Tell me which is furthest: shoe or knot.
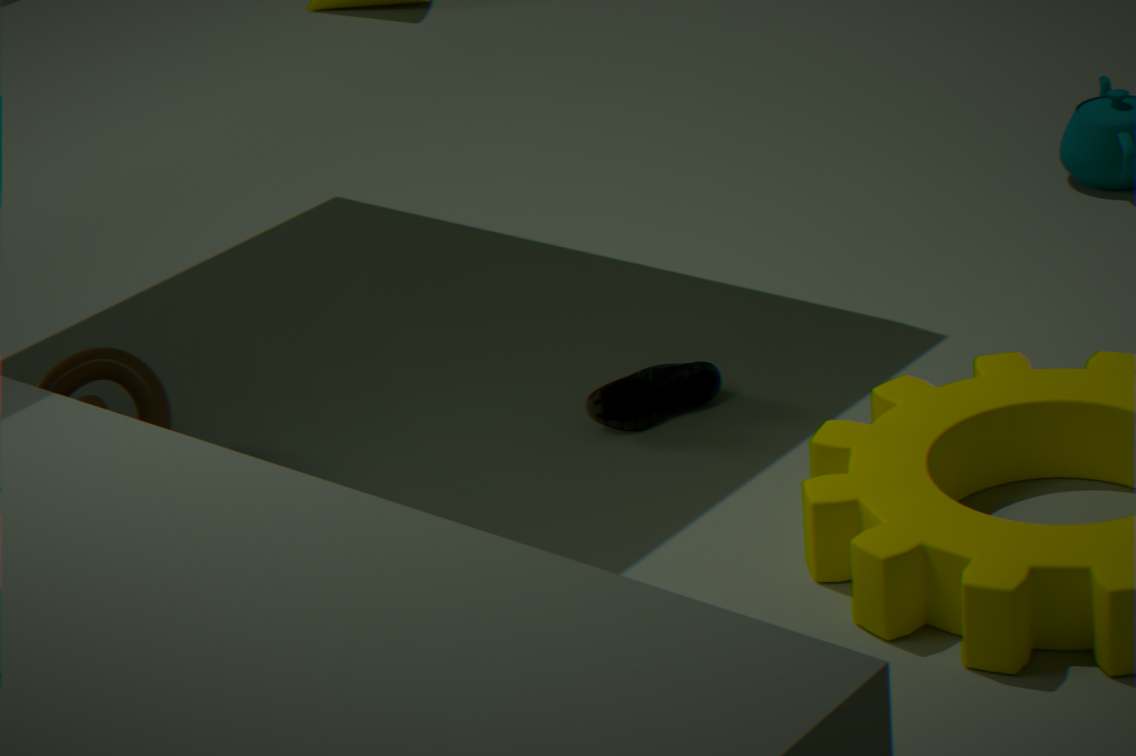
knot
